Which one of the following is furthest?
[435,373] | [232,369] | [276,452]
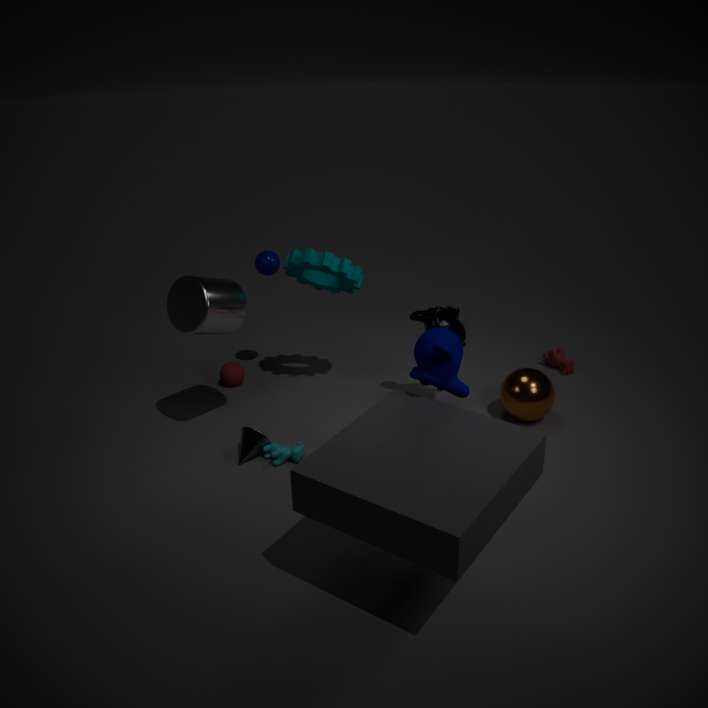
[232,369]
